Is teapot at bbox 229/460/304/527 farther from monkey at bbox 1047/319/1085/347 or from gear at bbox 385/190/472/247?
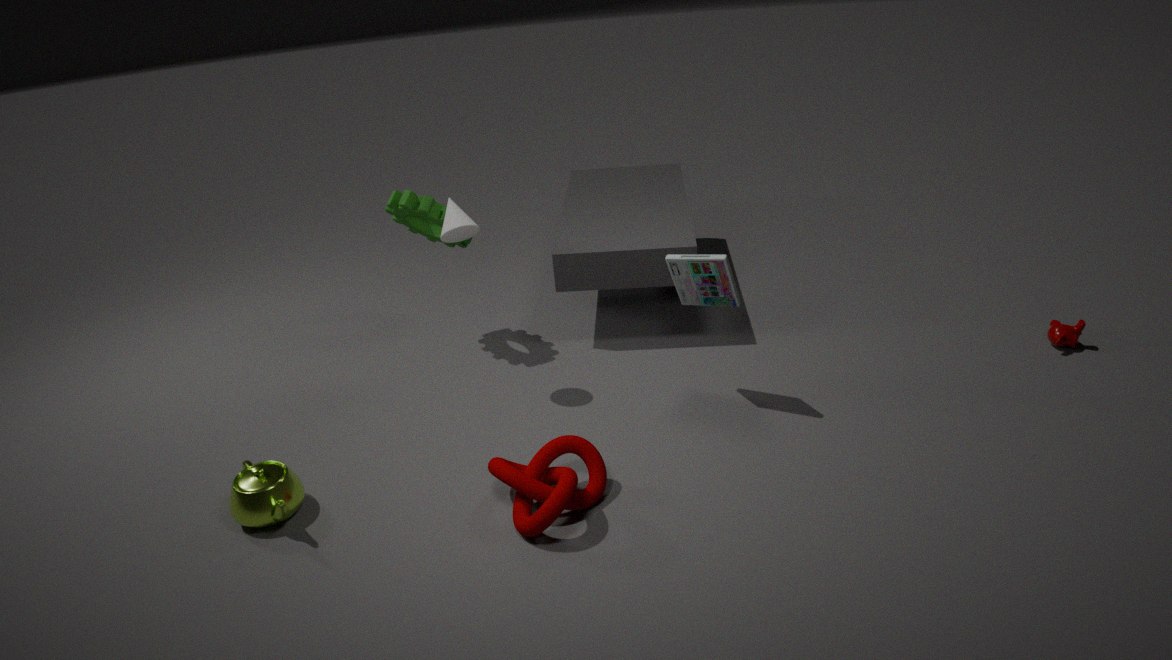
monkey at bbox 1047/319/1085/347
